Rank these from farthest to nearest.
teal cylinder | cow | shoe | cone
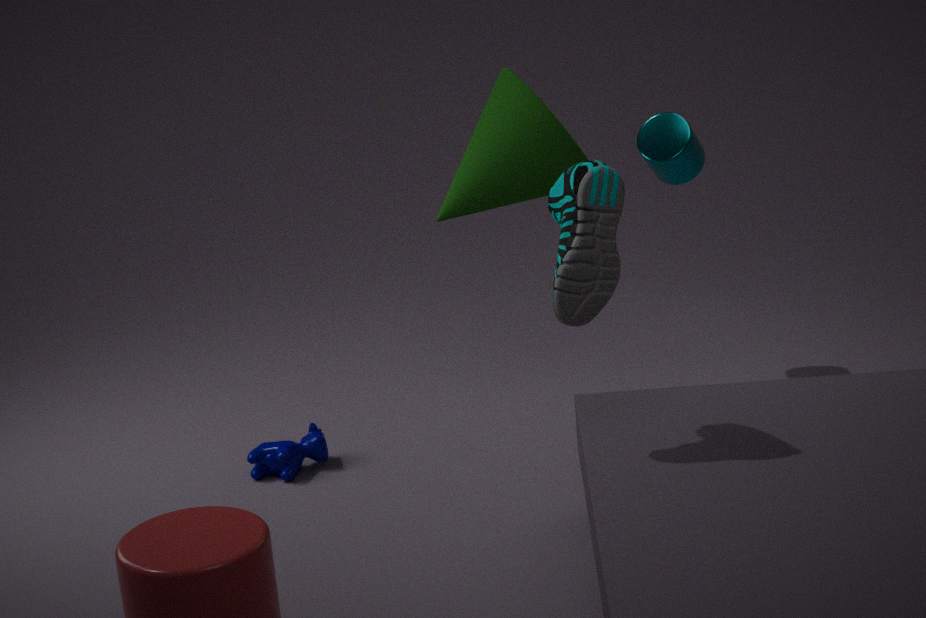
teal cylinder, cow, cone, shoe
